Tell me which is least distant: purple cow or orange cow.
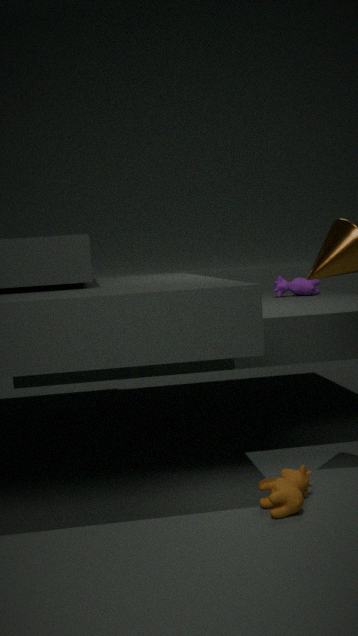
orange cow
